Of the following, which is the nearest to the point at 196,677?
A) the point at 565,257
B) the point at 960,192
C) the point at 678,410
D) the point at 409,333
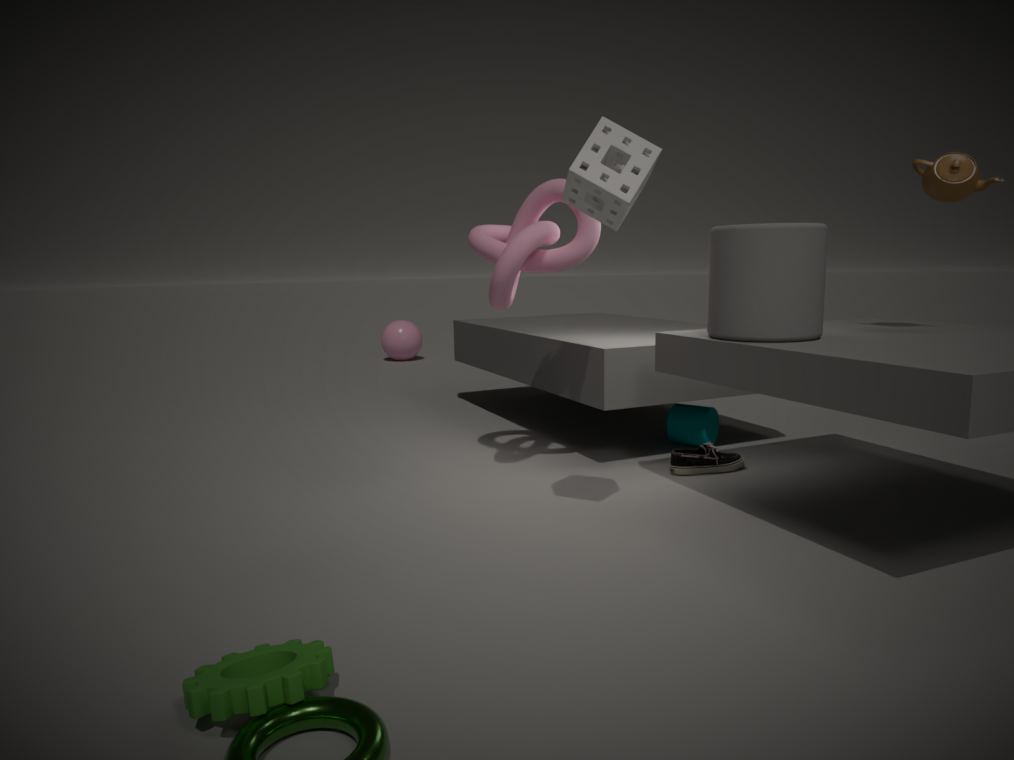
the point at 565,257
